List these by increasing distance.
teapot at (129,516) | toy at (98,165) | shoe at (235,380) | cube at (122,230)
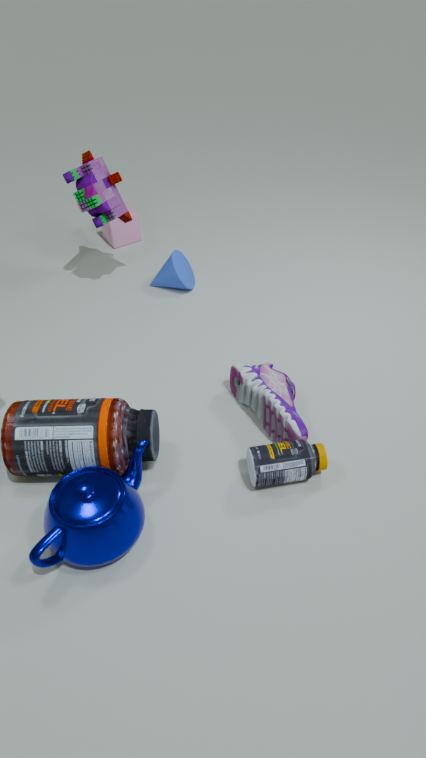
teapot at (129,516), shoe at (235,380), toy at (98,165), cube at (122,230)
